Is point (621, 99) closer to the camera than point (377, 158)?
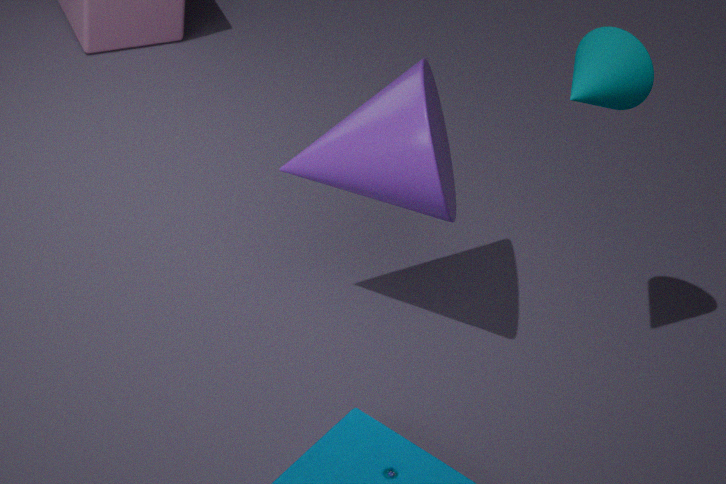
Yes
